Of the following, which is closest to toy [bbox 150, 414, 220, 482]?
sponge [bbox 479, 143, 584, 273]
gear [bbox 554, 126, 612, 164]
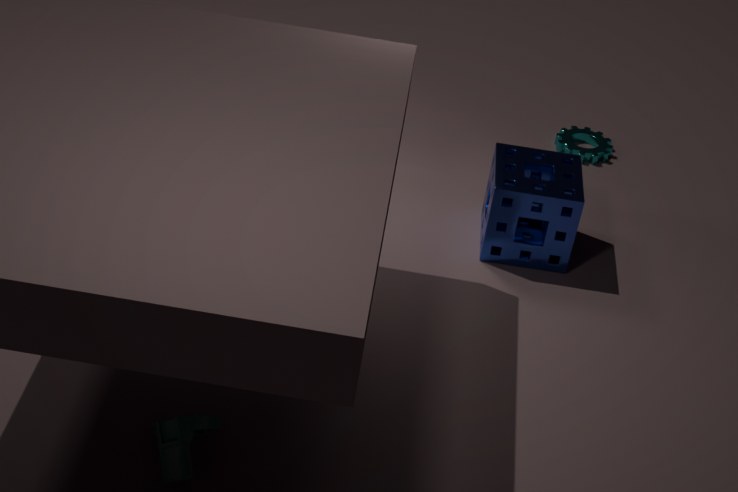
sponge [bbox 479, 143, 584, 273]
